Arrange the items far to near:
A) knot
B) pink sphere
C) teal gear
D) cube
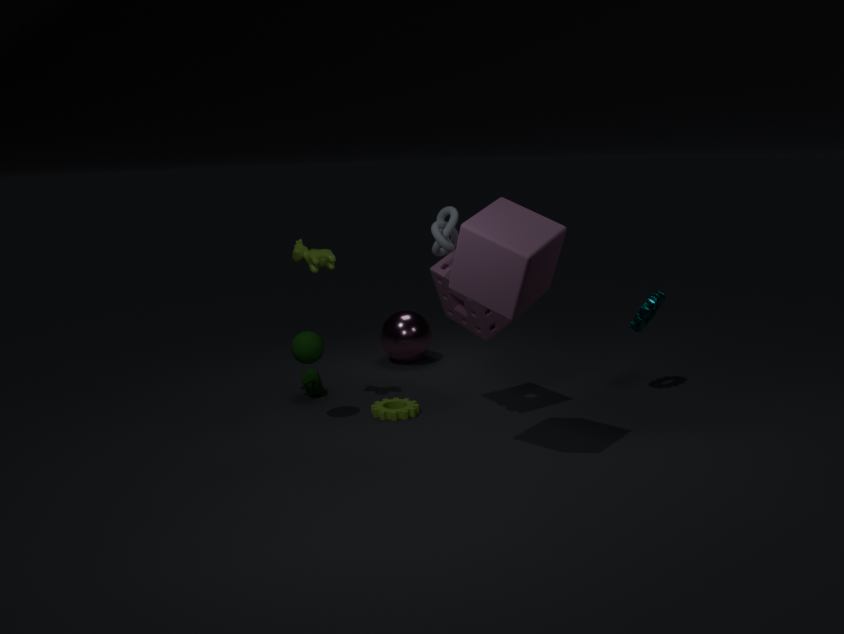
1. pink sphere
2. teal gear
3. knot
4. cube
